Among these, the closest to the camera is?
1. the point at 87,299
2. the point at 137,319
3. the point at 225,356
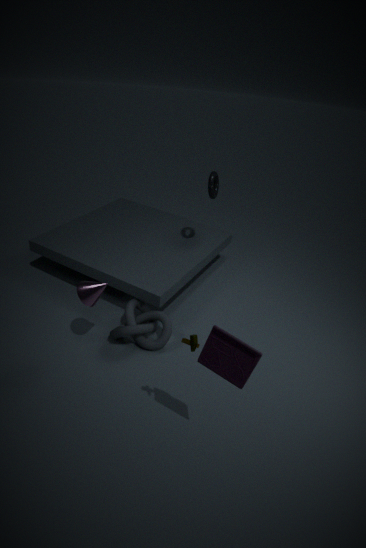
the point at 225,356
